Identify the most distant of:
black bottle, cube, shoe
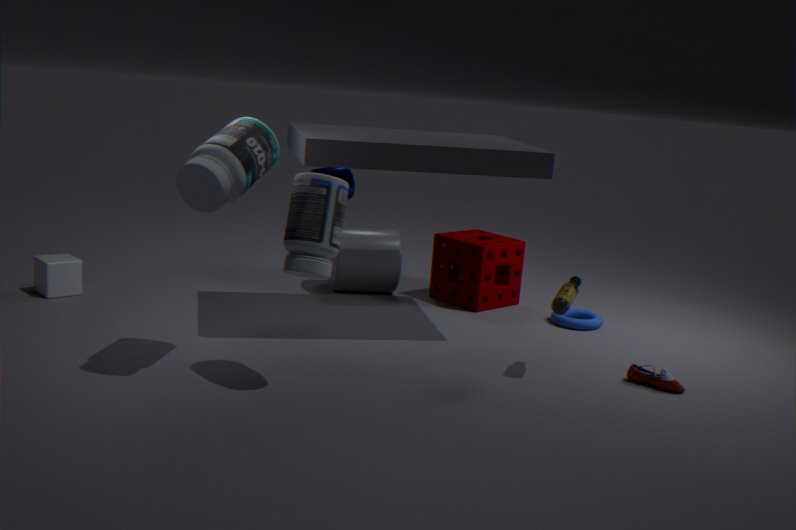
cube
